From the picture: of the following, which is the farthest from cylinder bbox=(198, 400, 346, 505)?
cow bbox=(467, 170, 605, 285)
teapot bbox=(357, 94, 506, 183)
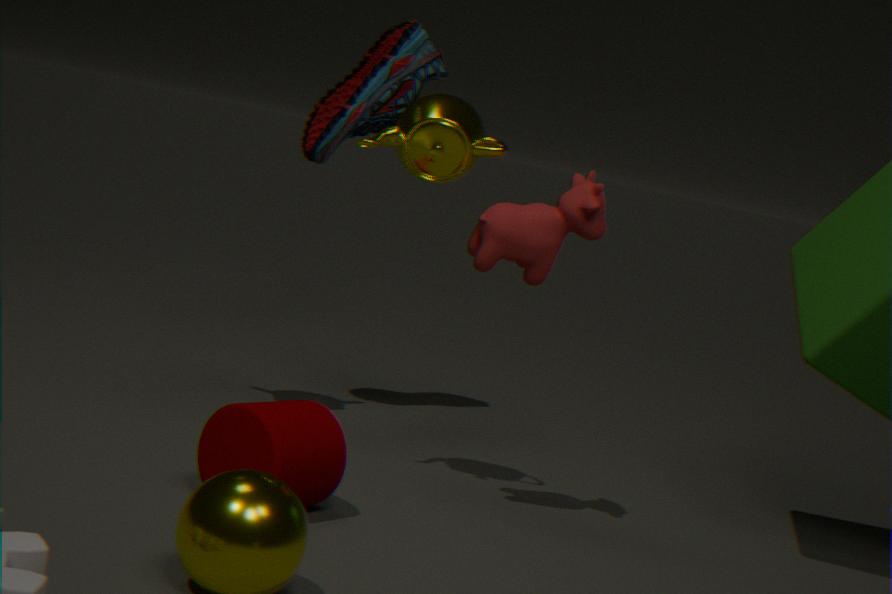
teapot bbox=(357, 94, 506, 183)
